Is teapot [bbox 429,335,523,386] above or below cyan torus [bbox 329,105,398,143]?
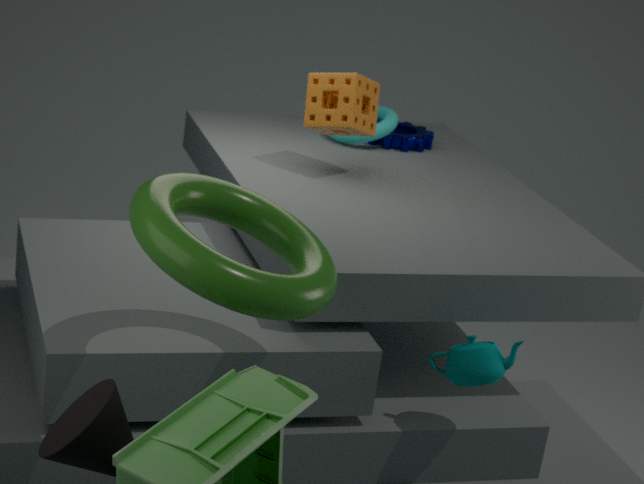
below
